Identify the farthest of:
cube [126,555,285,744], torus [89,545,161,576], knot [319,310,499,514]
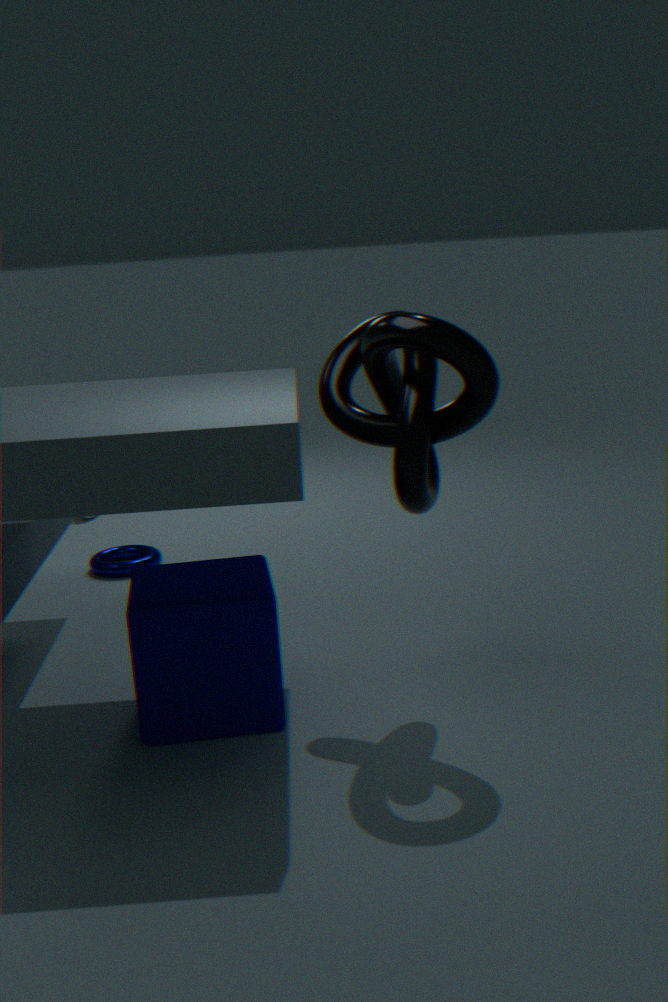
torus [89,545,161,576]
